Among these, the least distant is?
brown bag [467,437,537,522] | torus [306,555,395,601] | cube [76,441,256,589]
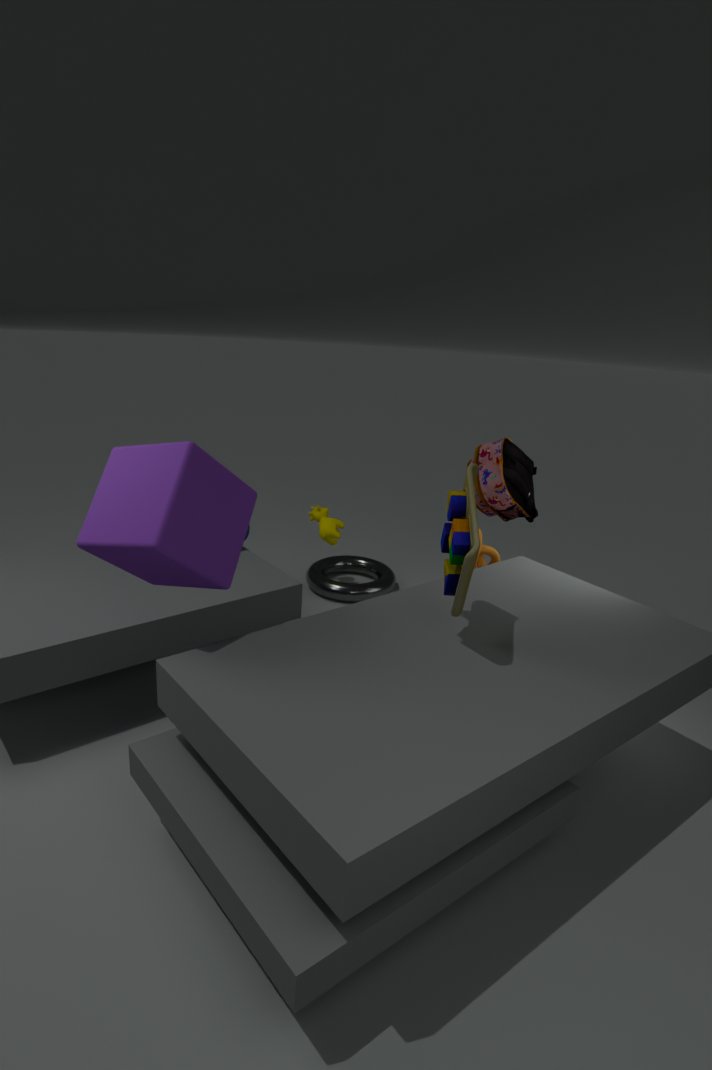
cube [76,441,256,589]
